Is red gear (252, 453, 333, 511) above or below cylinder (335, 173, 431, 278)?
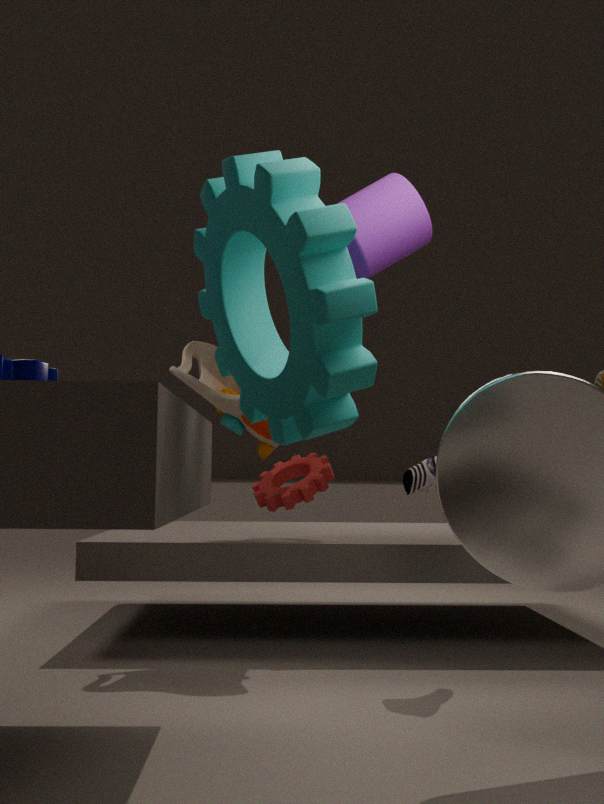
below
